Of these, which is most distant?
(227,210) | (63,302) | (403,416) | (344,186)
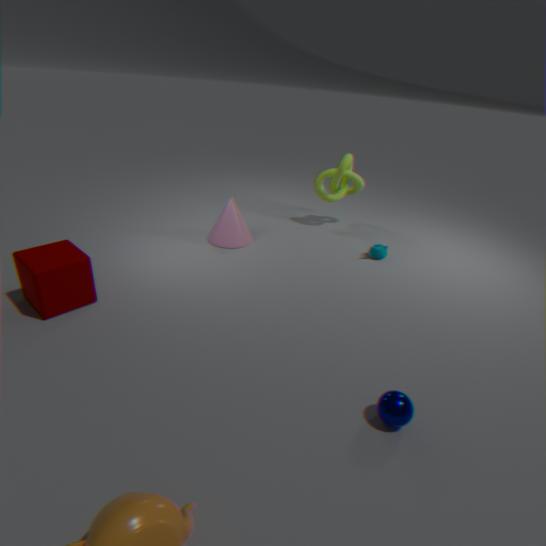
(344,186)
